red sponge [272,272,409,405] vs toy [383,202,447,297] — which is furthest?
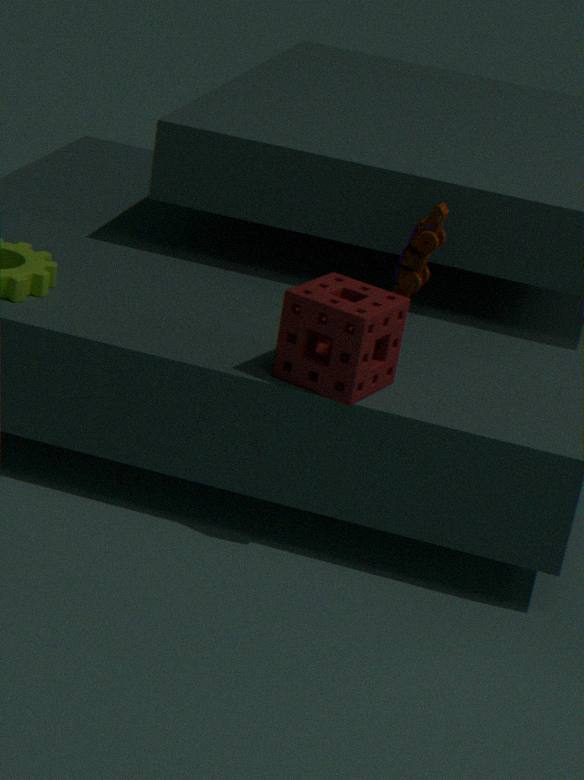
toy [383,202,447,297]
